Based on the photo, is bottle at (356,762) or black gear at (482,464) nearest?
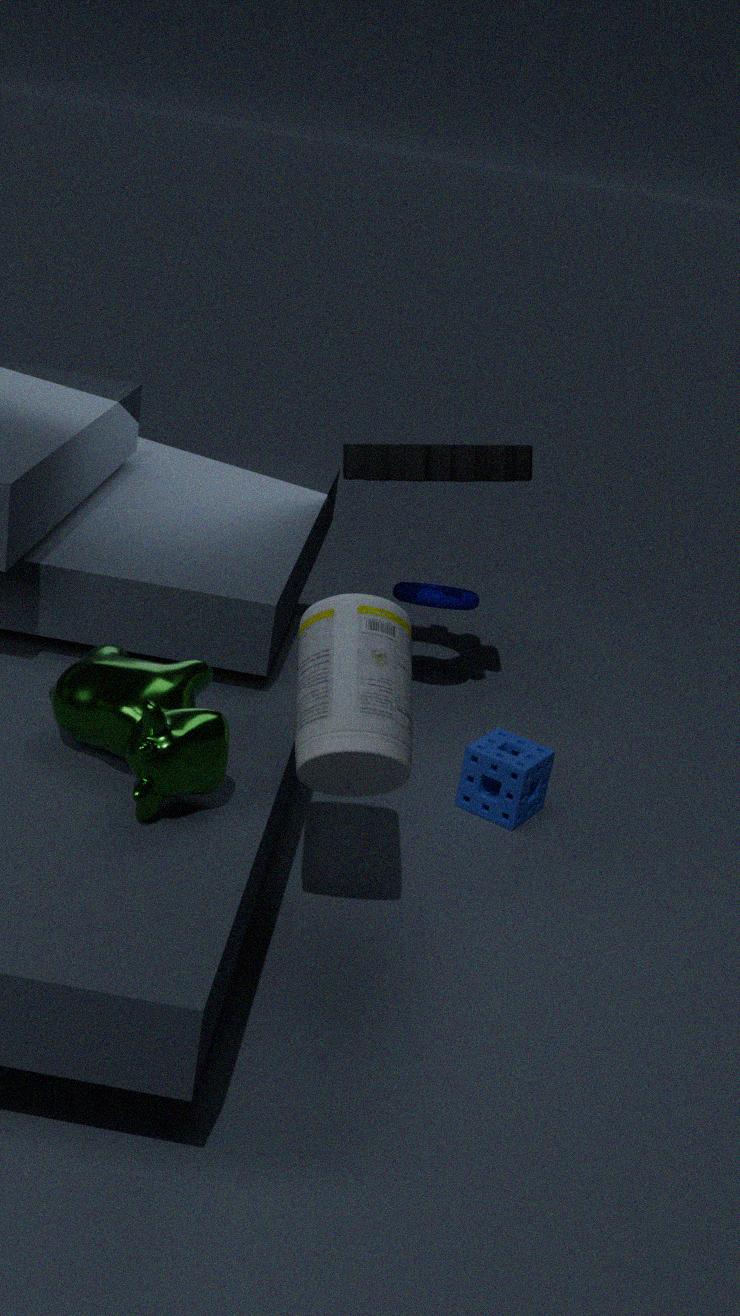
bottle at (356,762)
